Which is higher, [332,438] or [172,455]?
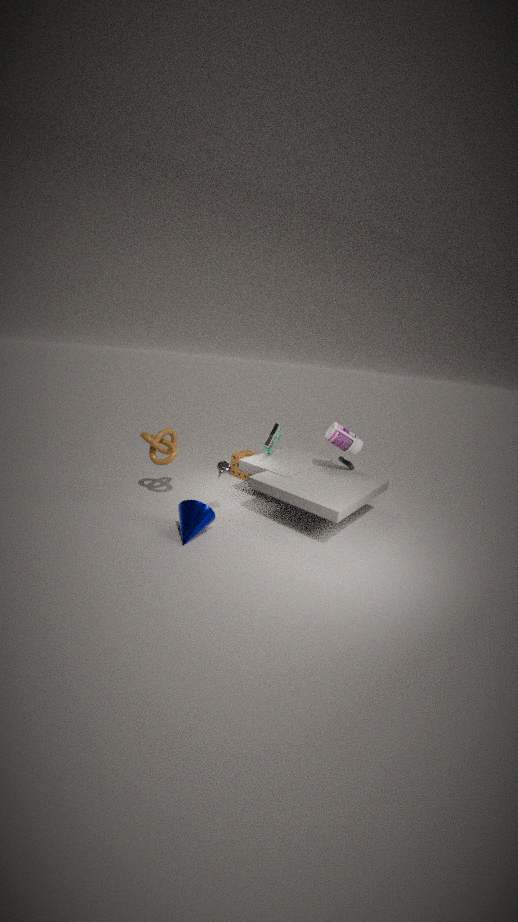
[332,438]
